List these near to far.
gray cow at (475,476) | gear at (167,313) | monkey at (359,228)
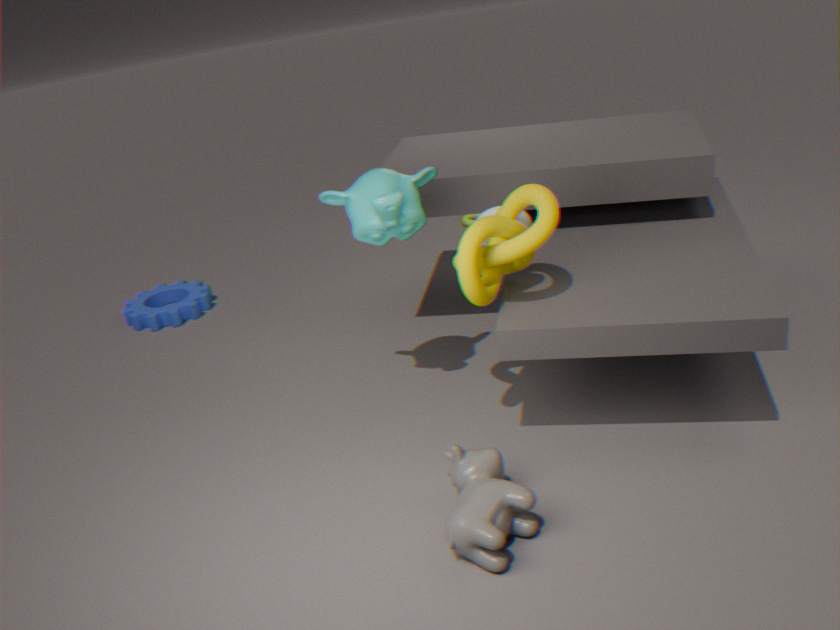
gray cow at (475,476), monkey at (359,228), gear at (167,313)
